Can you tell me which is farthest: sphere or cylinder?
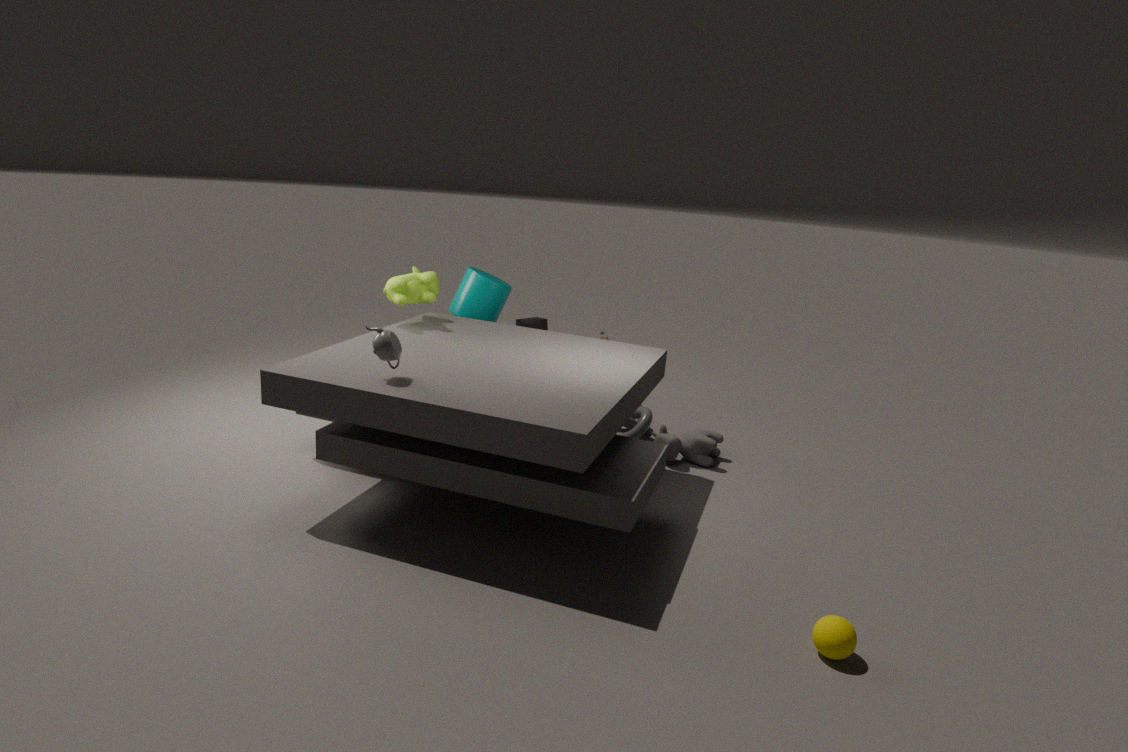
cylinder
